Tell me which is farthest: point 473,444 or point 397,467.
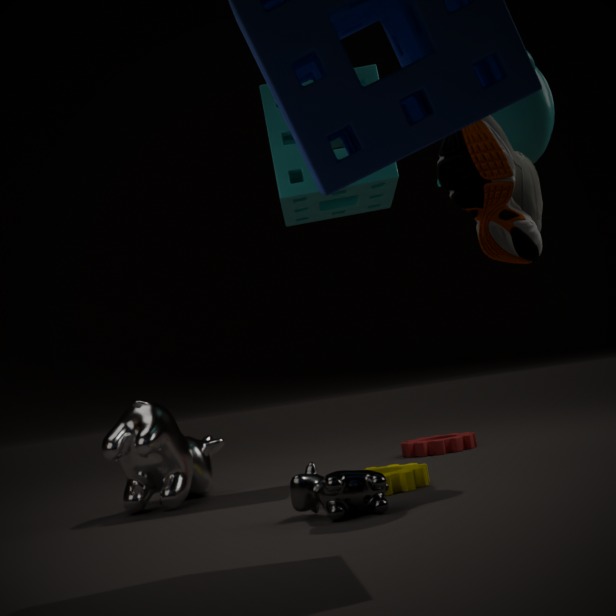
point 473,444
